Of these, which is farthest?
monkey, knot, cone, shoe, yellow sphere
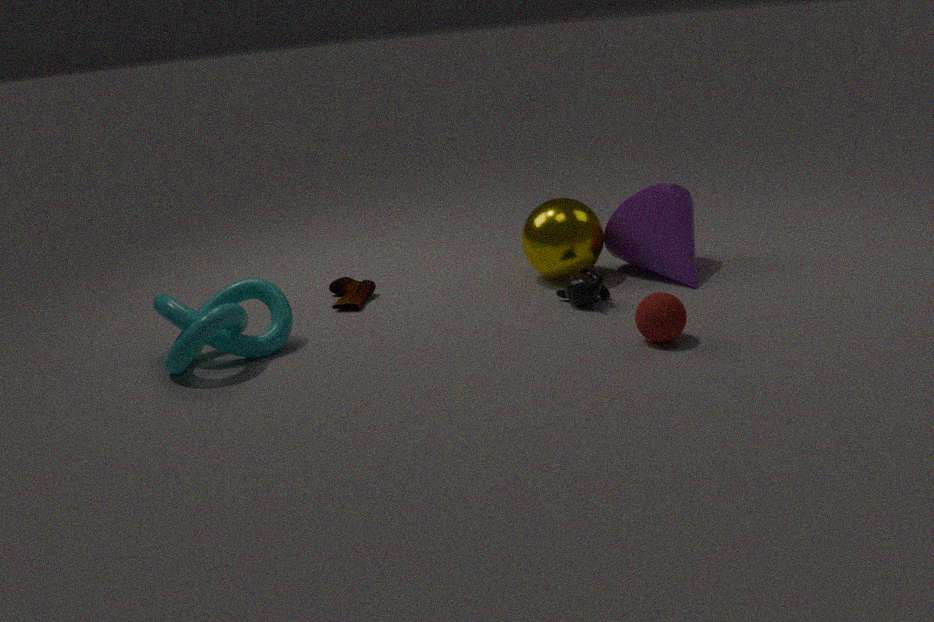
shoe
